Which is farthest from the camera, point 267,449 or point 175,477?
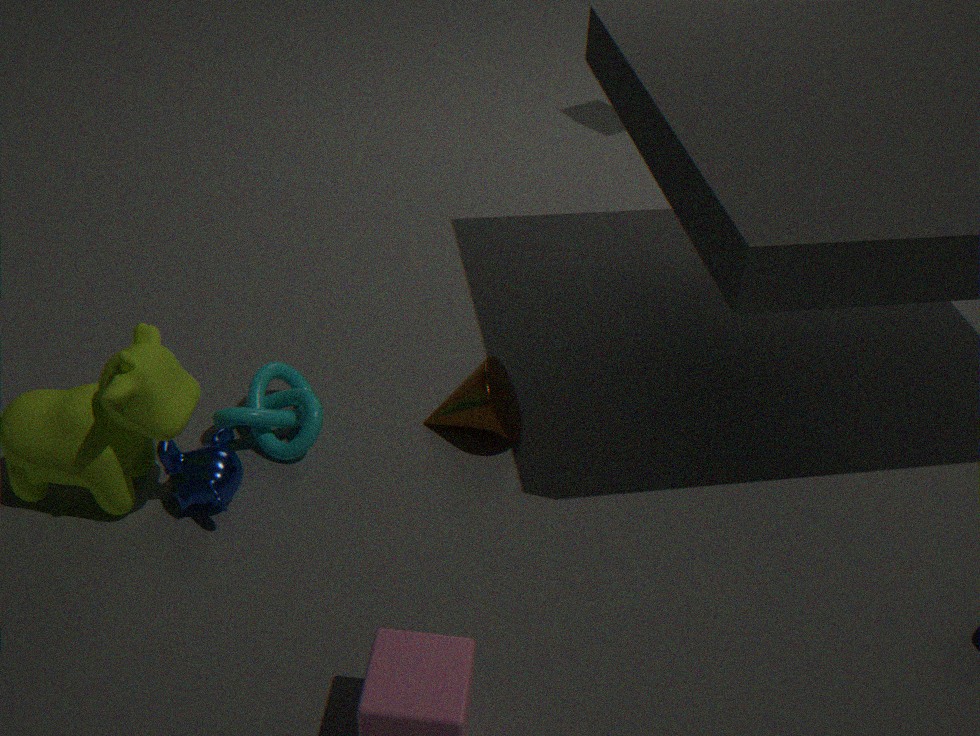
point 267,449
